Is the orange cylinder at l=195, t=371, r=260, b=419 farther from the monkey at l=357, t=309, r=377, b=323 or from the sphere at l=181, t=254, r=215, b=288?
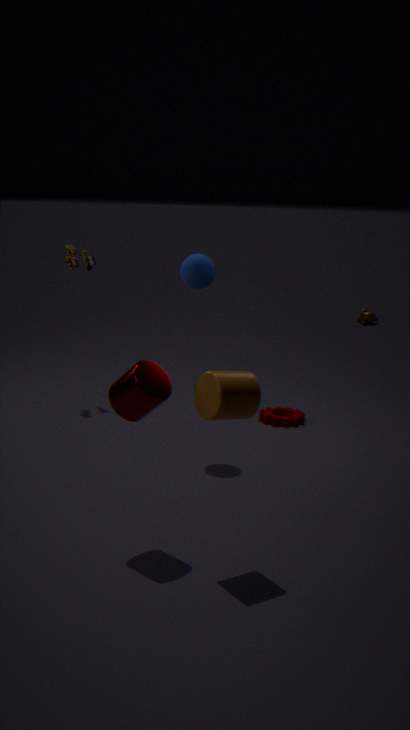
the monkey at l=357, t=309, r=377, b=323
